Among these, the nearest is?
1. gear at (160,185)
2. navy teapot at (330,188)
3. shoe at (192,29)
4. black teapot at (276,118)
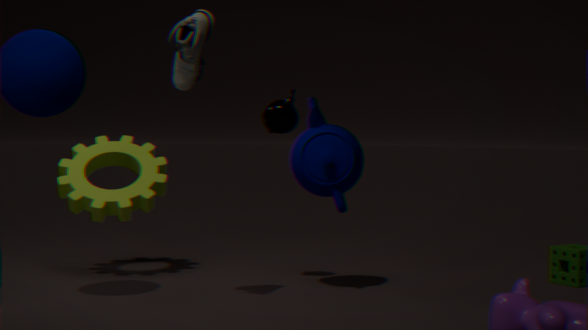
shoe at (192,29)
